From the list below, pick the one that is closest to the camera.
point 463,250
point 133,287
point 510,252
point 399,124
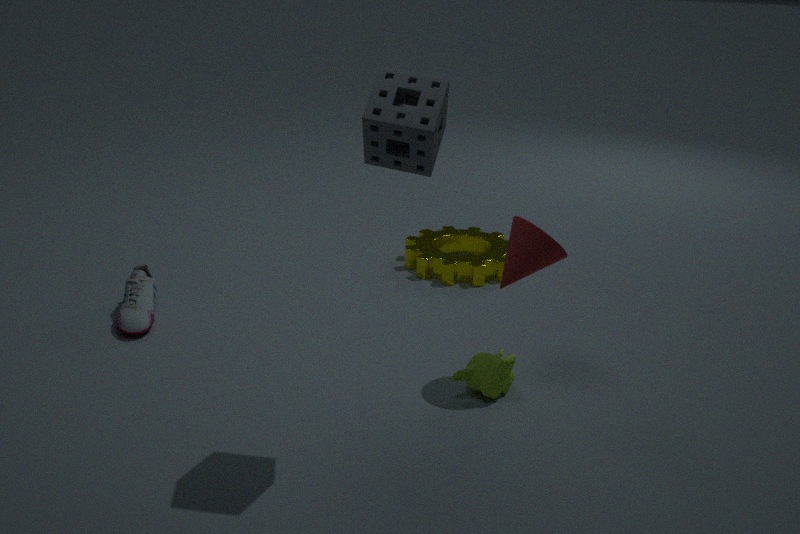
point 399,124
